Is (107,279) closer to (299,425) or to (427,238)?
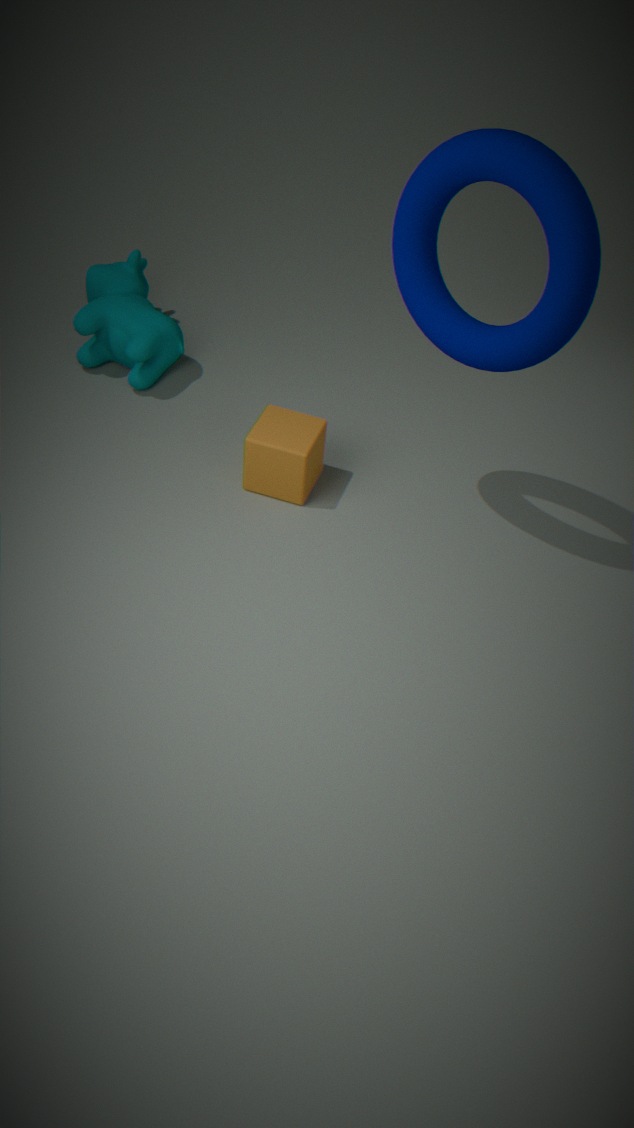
(299,425)
